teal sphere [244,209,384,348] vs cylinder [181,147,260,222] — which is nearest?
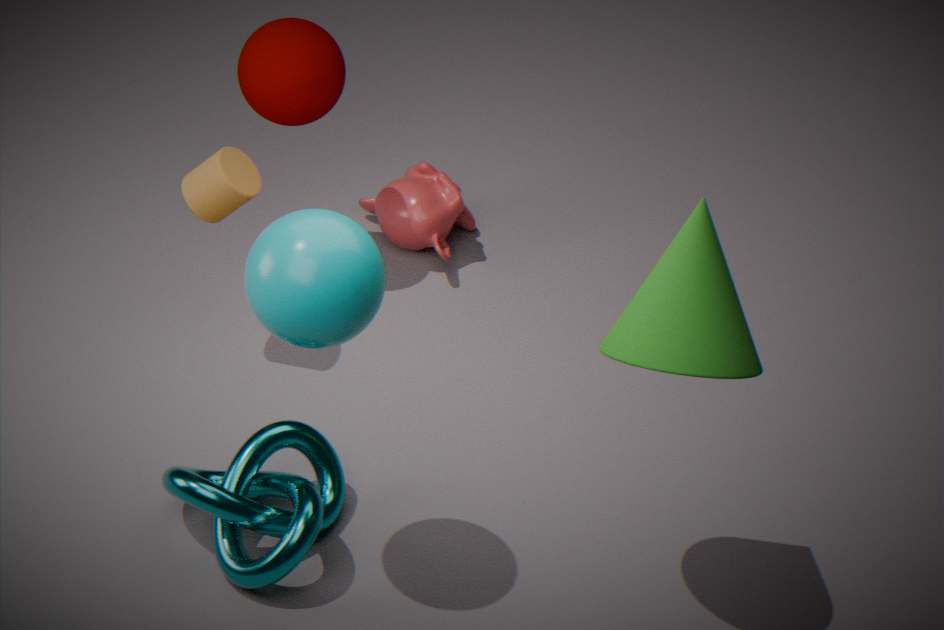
teal sphere [244,209,384,348]
